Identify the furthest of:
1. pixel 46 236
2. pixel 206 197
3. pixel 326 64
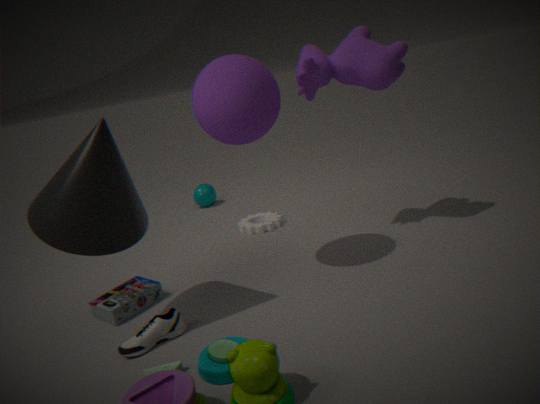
pixel 206 197
